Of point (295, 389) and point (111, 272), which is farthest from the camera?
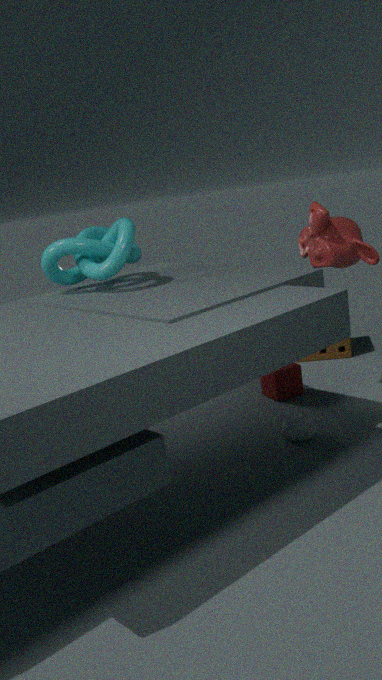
point (295, 389)
